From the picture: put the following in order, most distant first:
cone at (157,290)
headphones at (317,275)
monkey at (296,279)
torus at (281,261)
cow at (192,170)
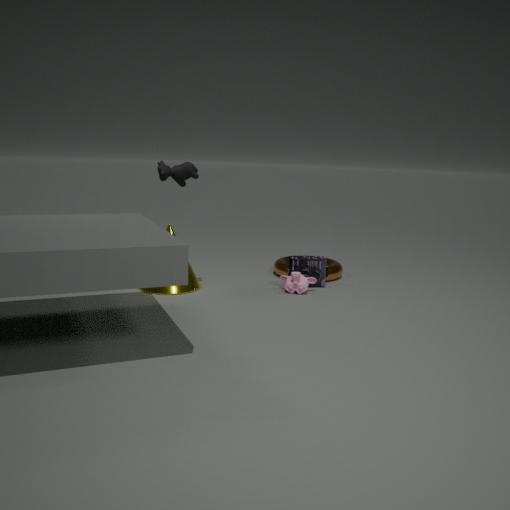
torus at (281,261), headphones at (317,275), monkey at (296,279), cone at (157,290), cow at (192,170)
